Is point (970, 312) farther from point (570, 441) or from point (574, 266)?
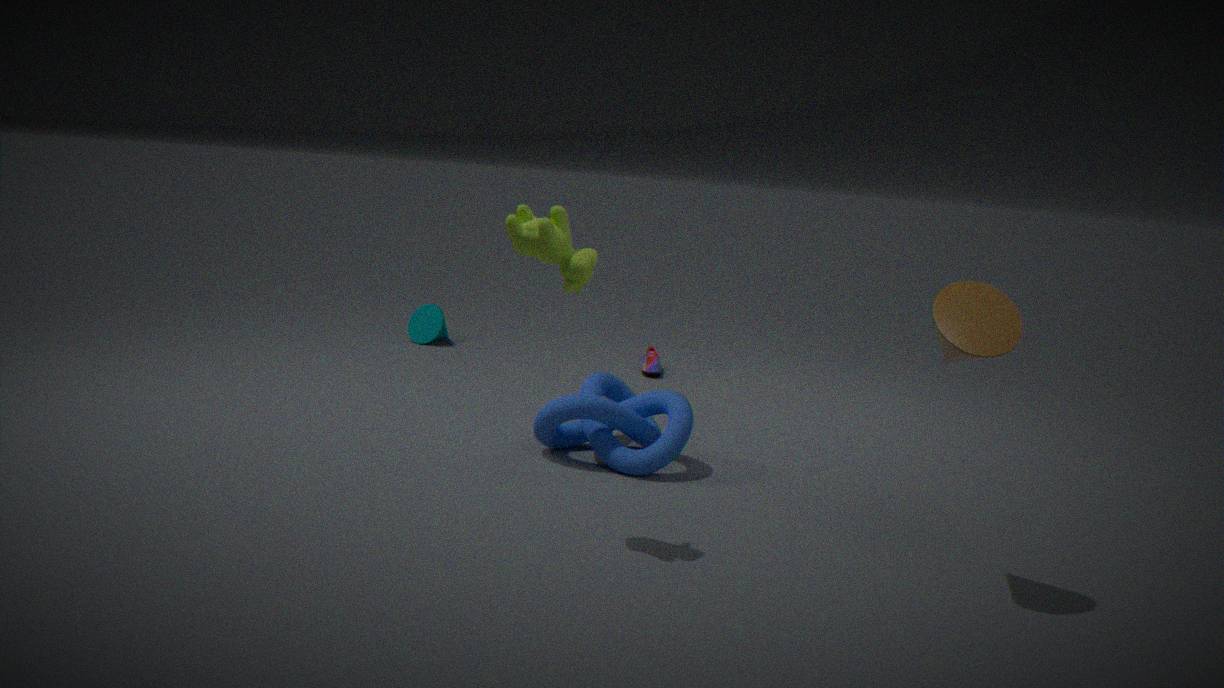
point (570, 441)
